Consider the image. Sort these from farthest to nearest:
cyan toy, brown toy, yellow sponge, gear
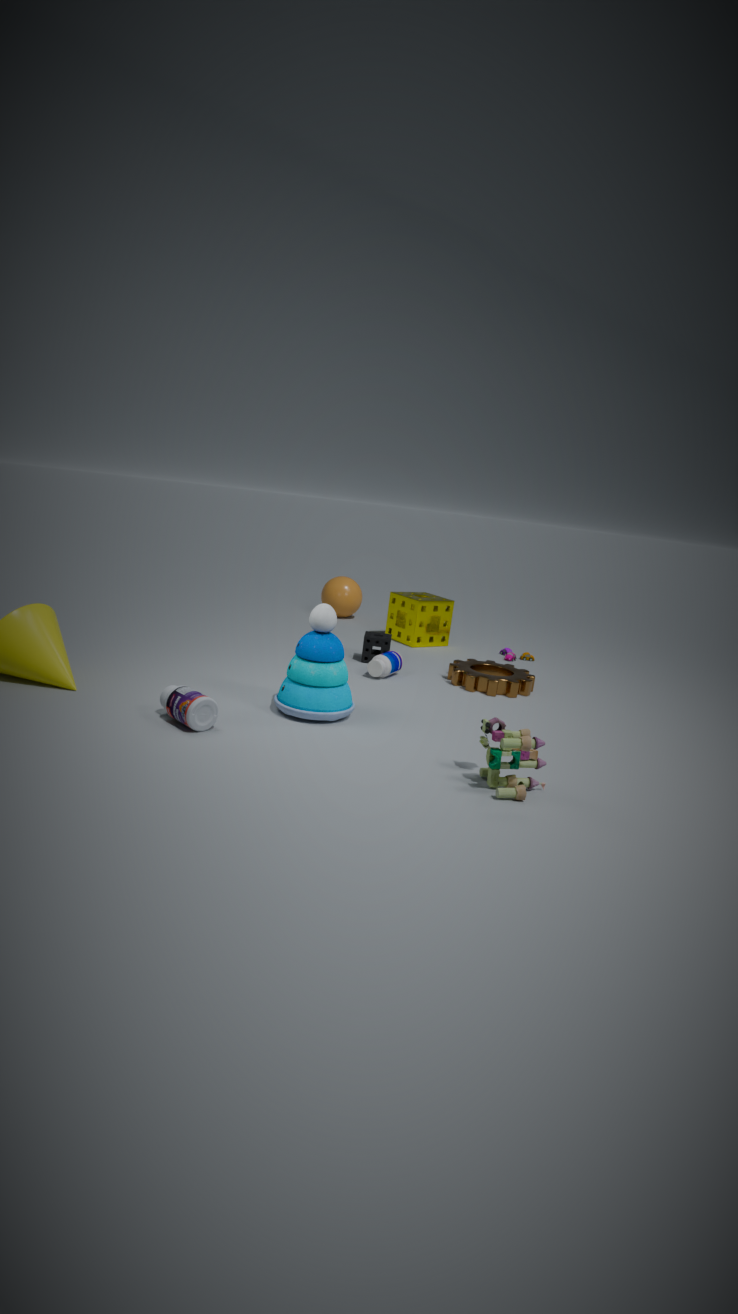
yellow sponge → gear → cyan toy → brown toy
